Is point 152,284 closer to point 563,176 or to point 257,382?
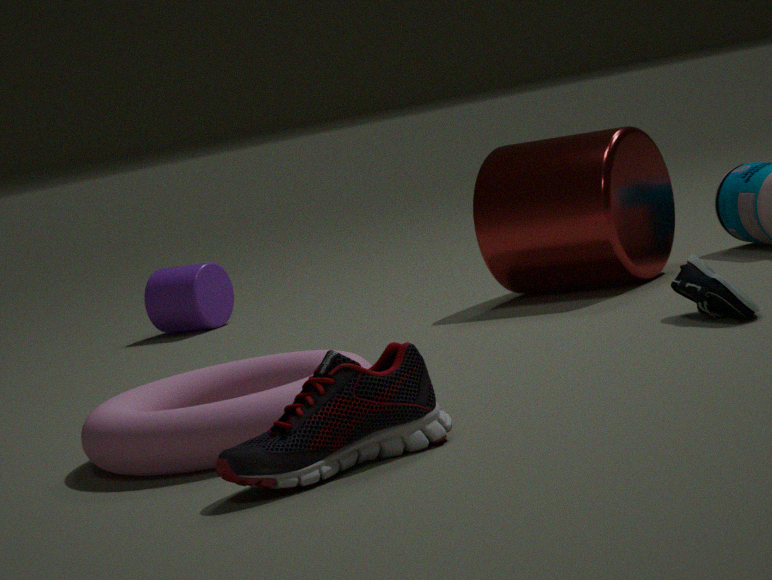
point 563,176
